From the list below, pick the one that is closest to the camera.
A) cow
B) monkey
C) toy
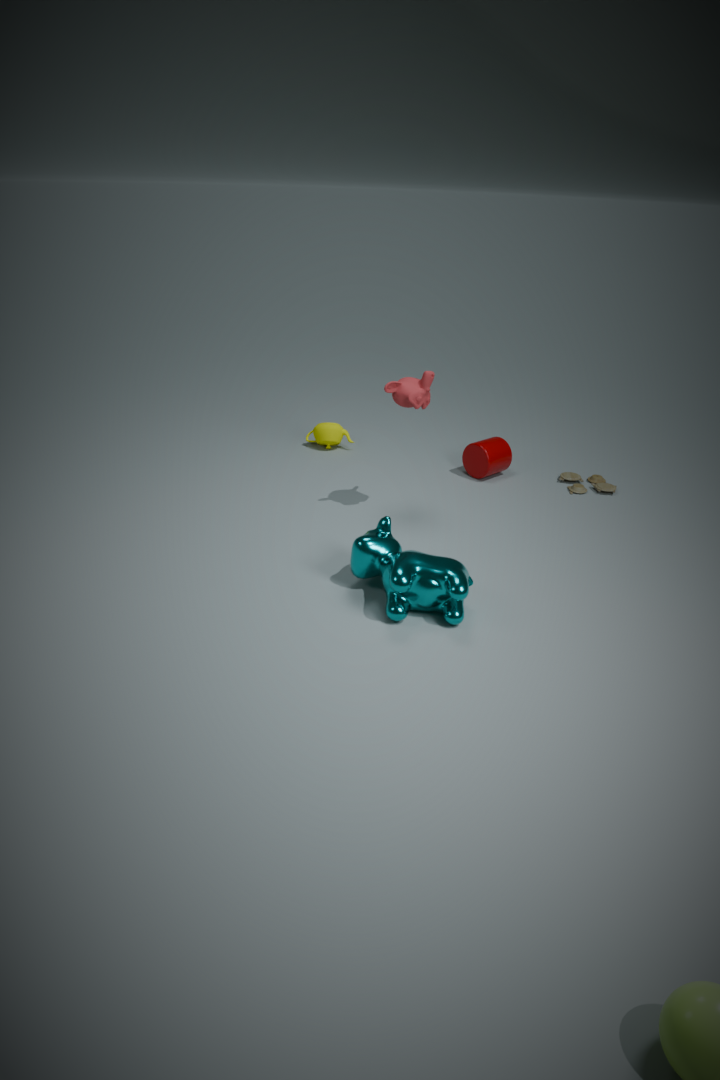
cow
